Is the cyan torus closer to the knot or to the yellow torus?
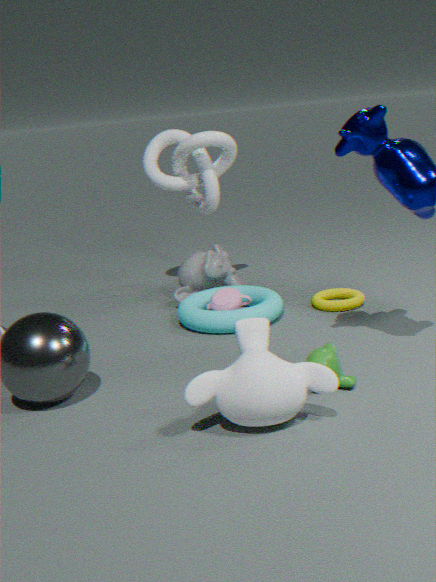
the yellow torus
